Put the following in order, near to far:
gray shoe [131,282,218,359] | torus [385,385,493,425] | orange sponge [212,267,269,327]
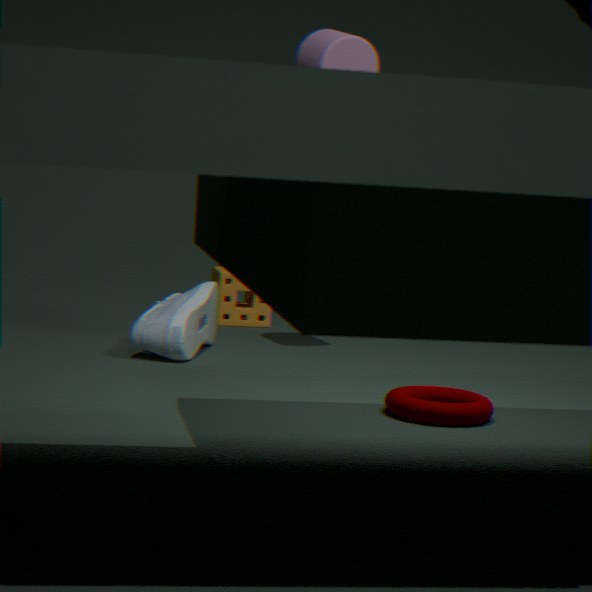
torus [385,385,493,425] < gray shoe [131,282,218,359] < orange sponge [212,267,269,327]
